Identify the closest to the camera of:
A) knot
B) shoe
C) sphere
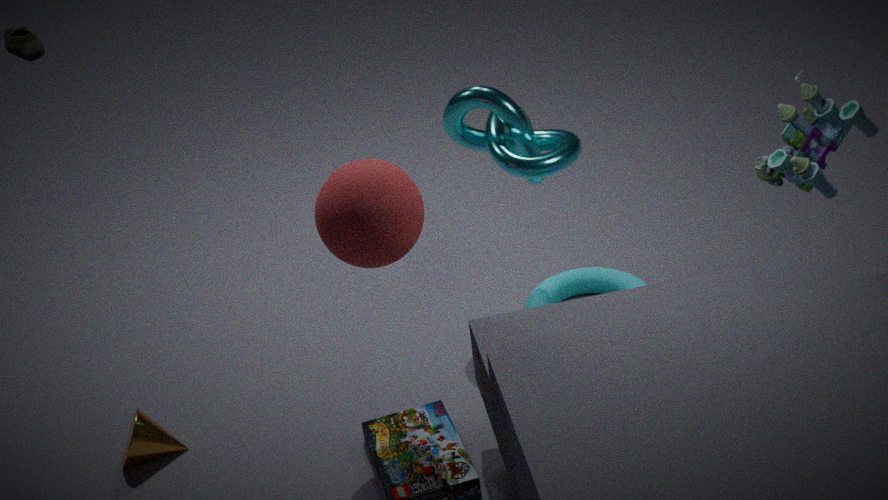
sphere
